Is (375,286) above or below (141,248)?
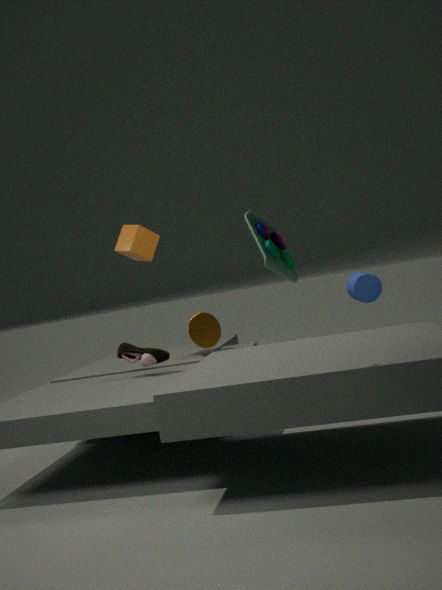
below
